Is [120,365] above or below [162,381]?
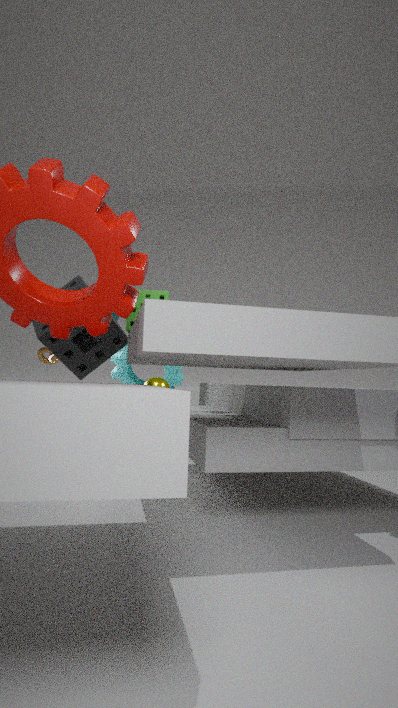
above
